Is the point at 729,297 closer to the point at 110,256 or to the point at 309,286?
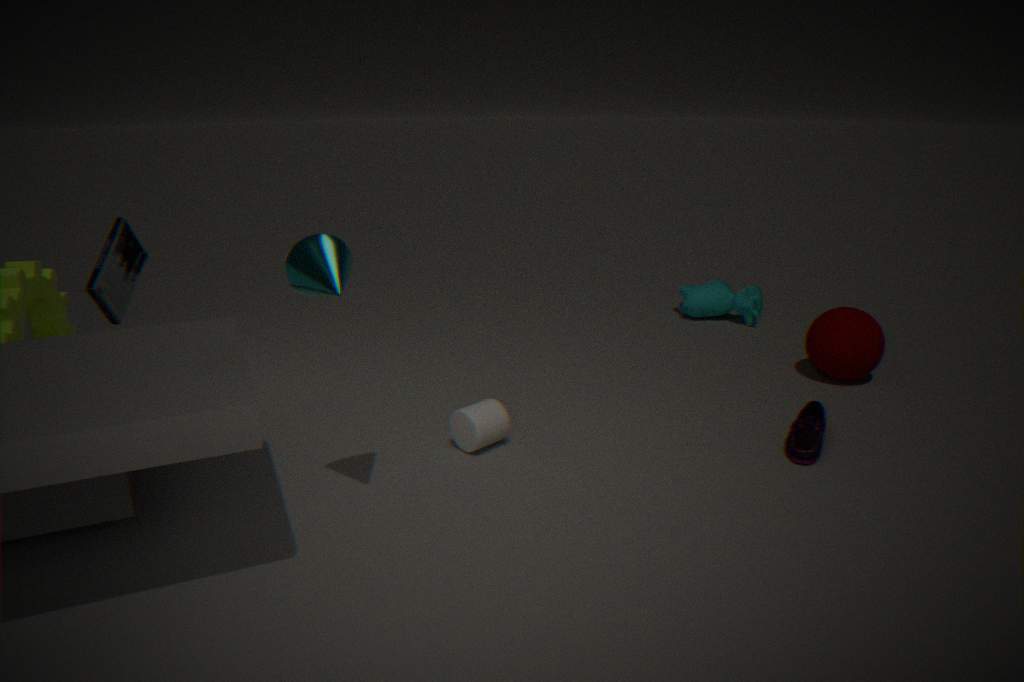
the point at 309,286
